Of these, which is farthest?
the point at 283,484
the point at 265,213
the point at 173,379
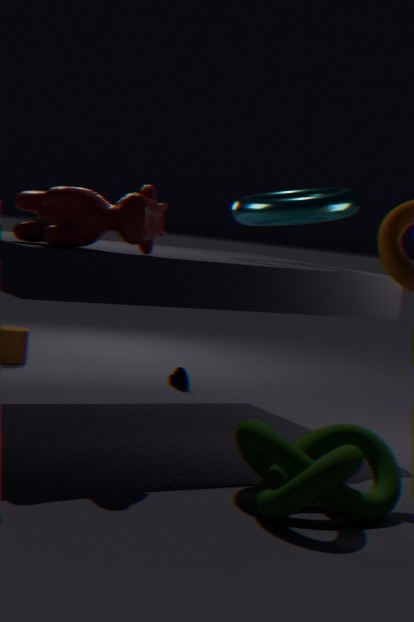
the point at 173,379
